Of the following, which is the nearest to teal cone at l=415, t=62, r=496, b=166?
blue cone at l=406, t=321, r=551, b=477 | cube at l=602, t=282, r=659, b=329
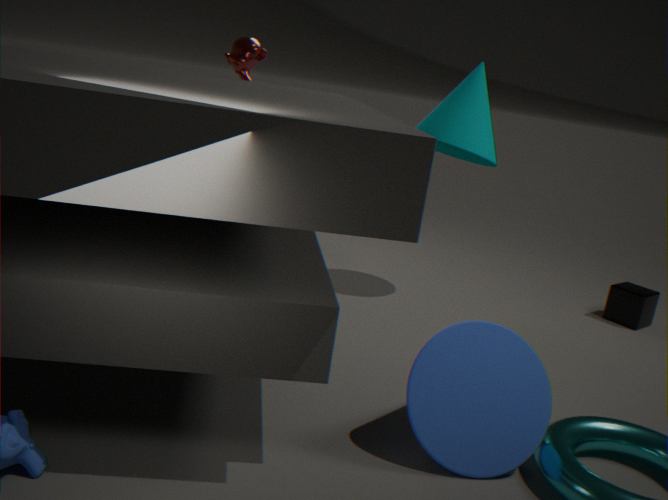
cube at l=602, t=282, r=659, b=329
